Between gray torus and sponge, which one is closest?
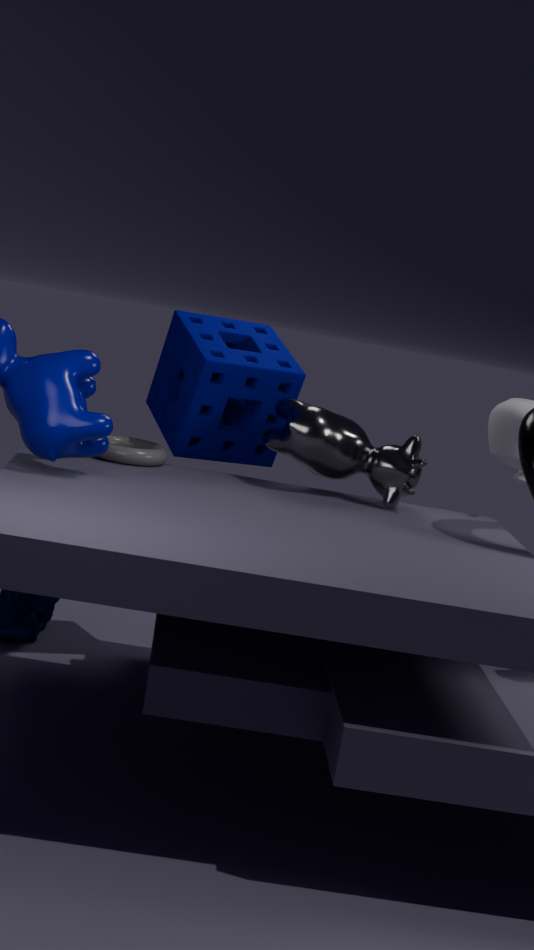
gray torus
